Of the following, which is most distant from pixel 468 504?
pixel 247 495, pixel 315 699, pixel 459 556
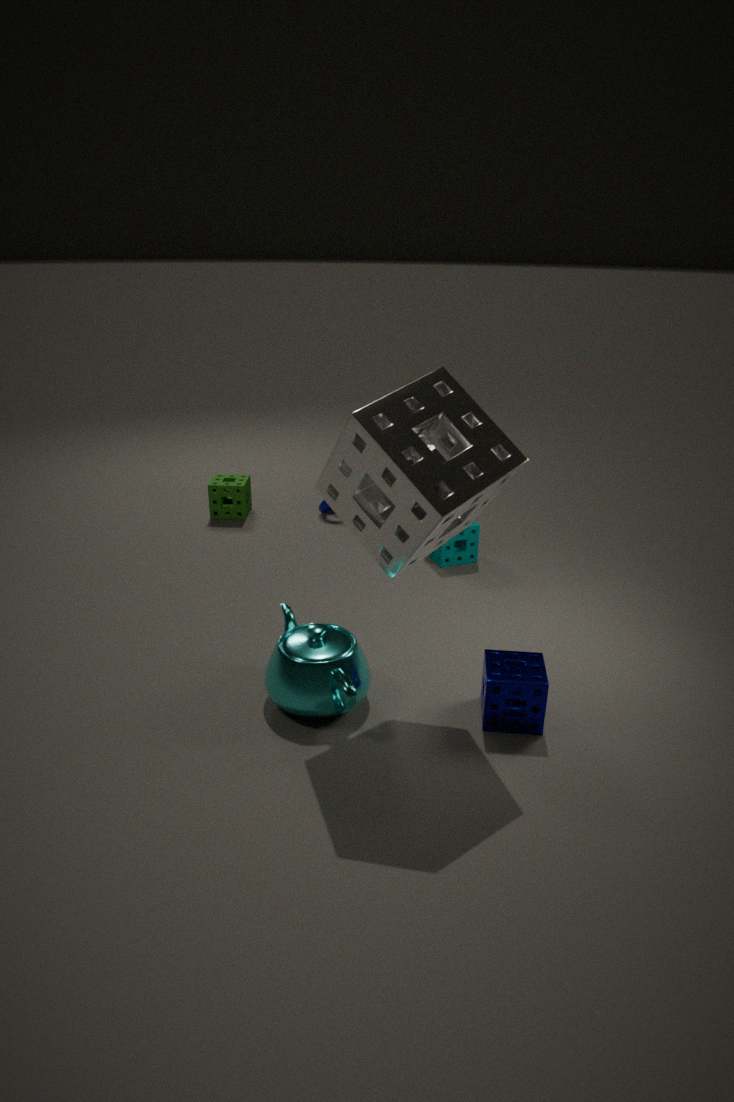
pixel 247 495
